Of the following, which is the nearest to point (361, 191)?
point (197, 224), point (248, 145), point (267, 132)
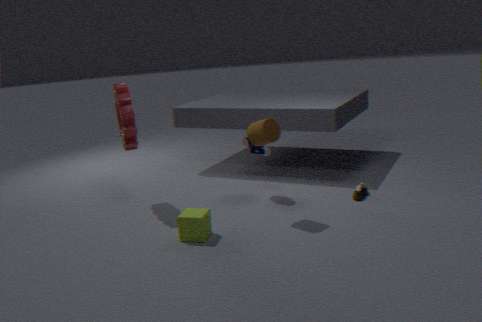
point (248, 145)
